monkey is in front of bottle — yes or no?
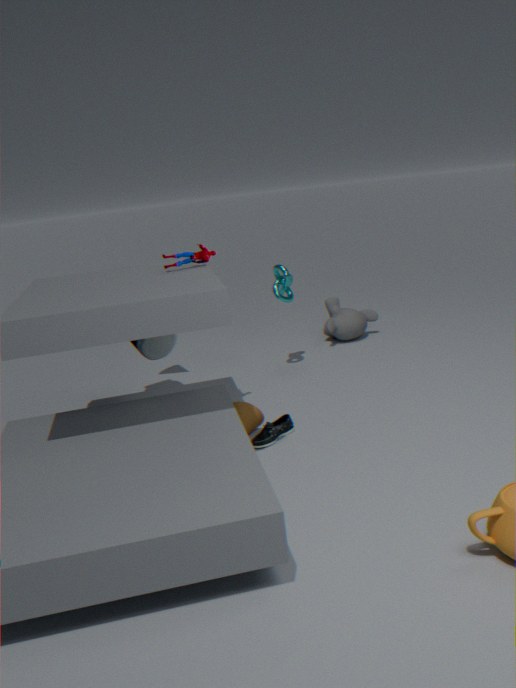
No
